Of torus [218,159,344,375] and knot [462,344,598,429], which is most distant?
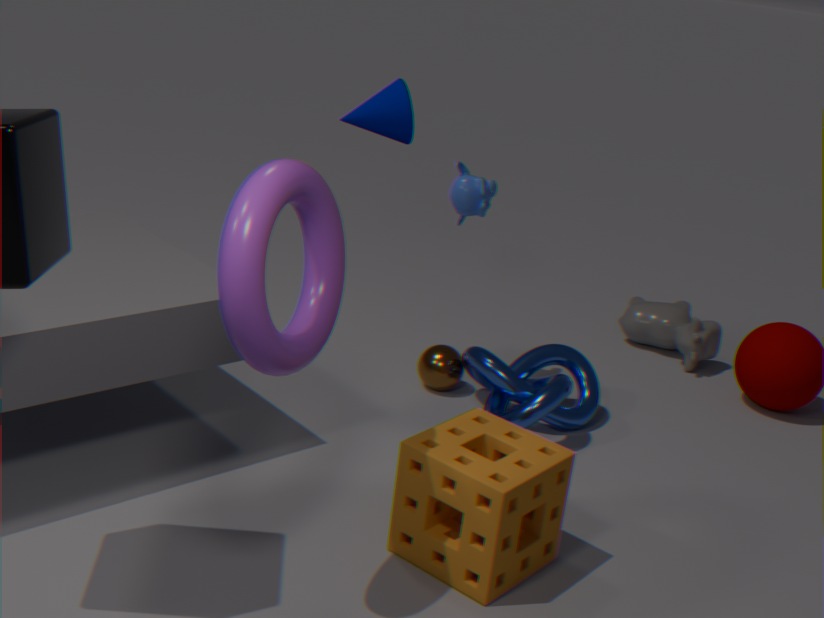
knot [462,344,598,429]
